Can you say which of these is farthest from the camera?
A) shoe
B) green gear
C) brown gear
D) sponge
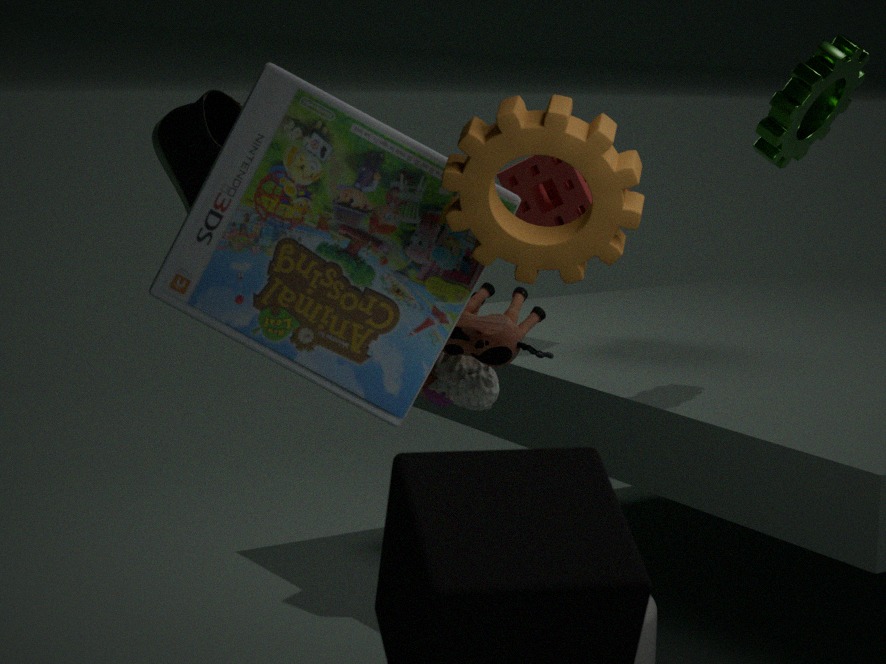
sponge
